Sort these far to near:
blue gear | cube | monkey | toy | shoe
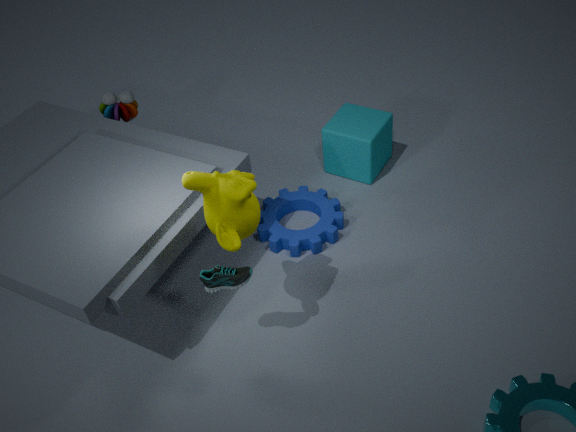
toy < cube < blue gear < shoe < monkey
